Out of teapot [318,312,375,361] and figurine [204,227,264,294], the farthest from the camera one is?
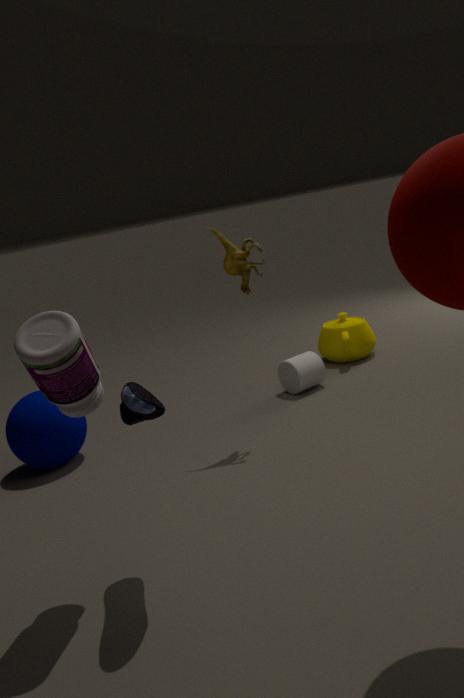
teapot [318,312,375,361]
